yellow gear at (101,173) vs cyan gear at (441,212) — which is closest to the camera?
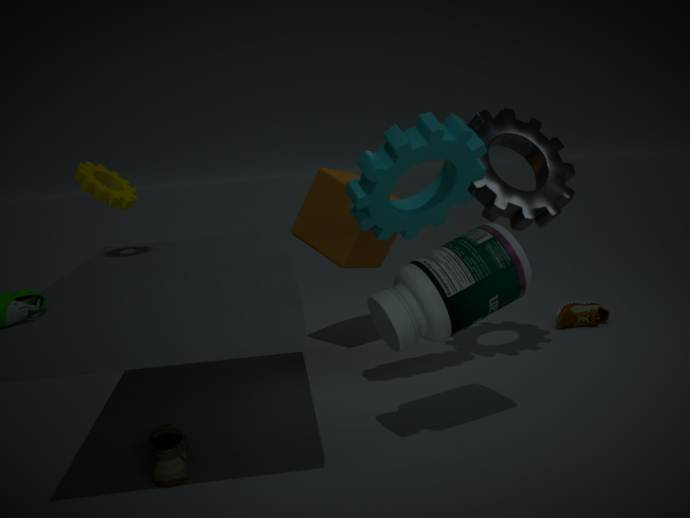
cyan gear at (441,212)
